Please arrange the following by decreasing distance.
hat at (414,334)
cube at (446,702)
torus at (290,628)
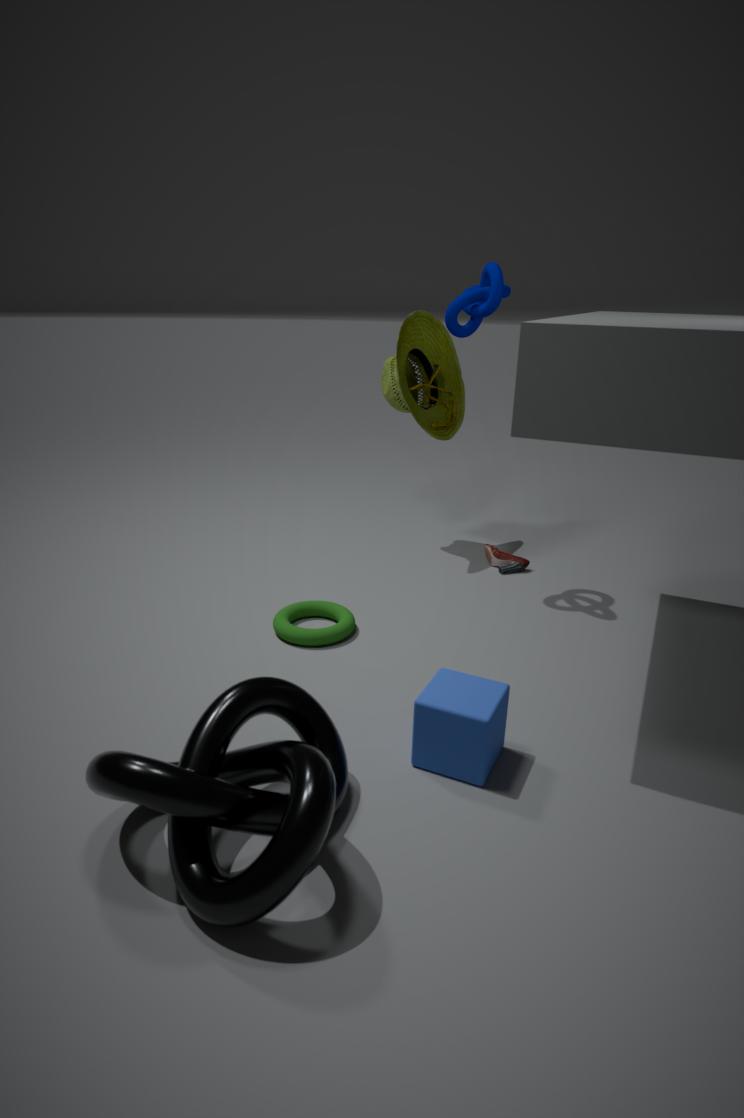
hat at (414,334) → torus at (290,628) → cube at (446,702)
